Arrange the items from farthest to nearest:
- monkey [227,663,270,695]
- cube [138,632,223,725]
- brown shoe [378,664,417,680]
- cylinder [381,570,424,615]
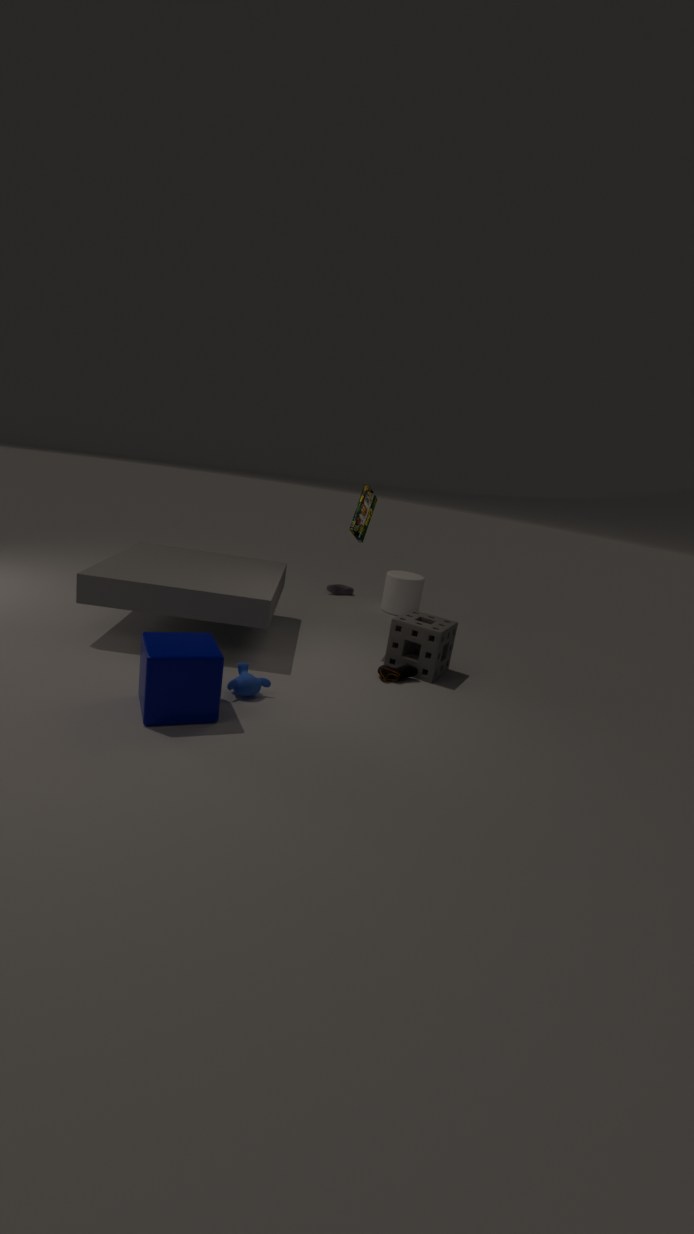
cylinder [381,570,424,615] → brown shoe [378,664,417,680] → monkey [227,663,270,695] → cube [138,632,223,725]
